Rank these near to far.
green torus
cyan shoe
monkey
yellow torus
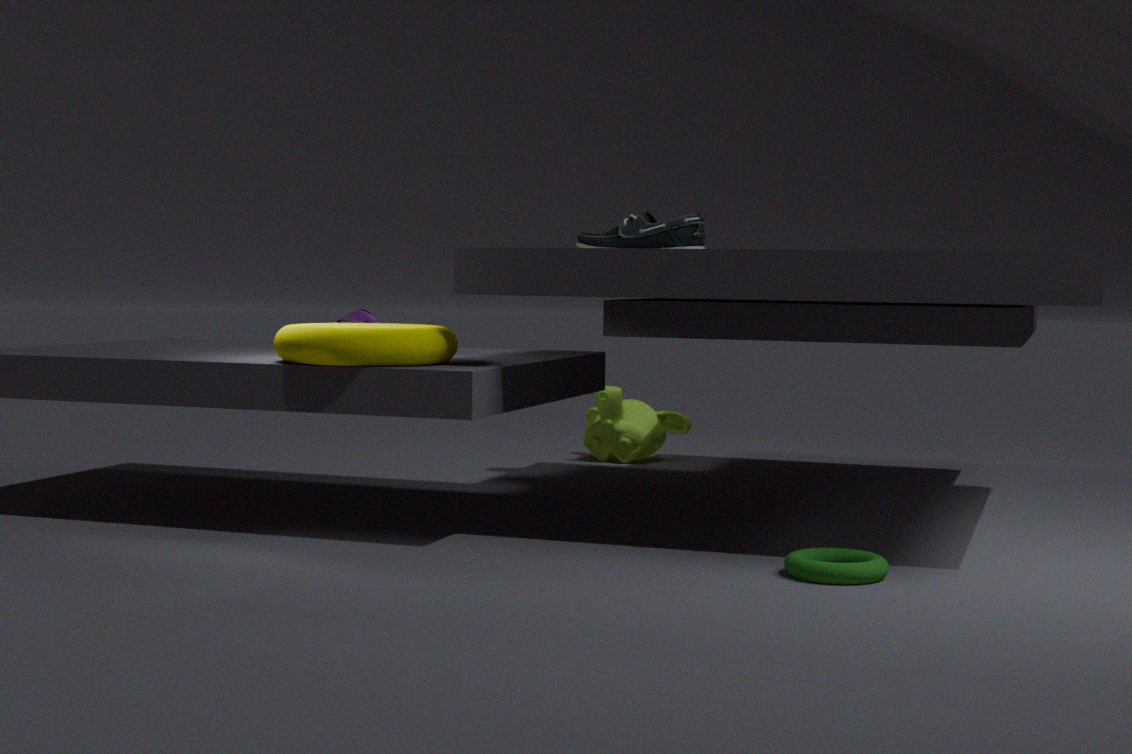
green torus → yellow torus → cyan shoe → monkey
